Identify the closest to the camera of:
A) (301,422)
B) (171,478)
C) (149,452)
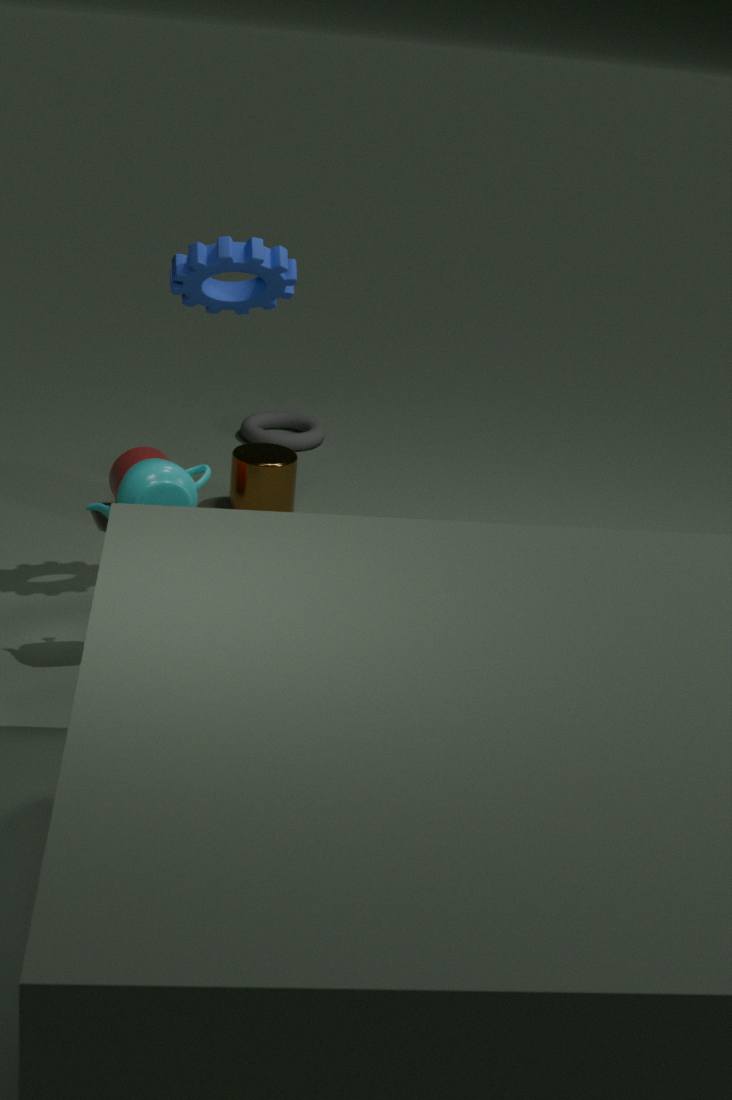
B. (171,478)
